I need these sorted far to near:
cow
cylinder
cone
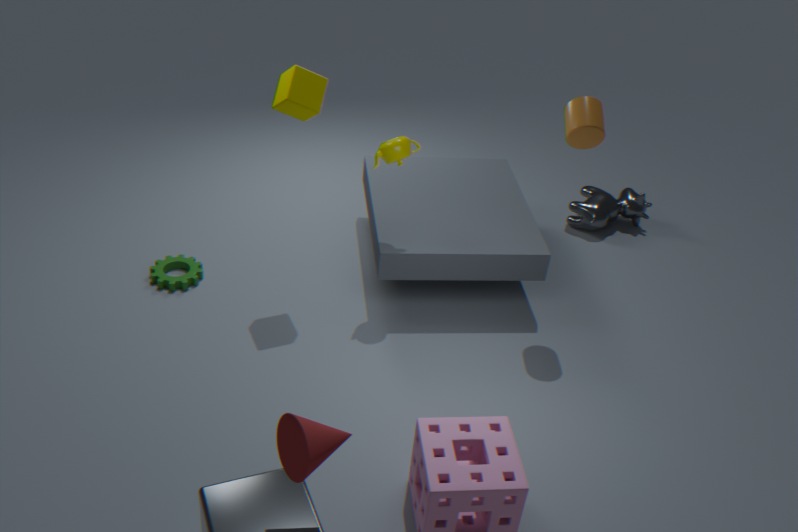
cow → cylinder → cone
